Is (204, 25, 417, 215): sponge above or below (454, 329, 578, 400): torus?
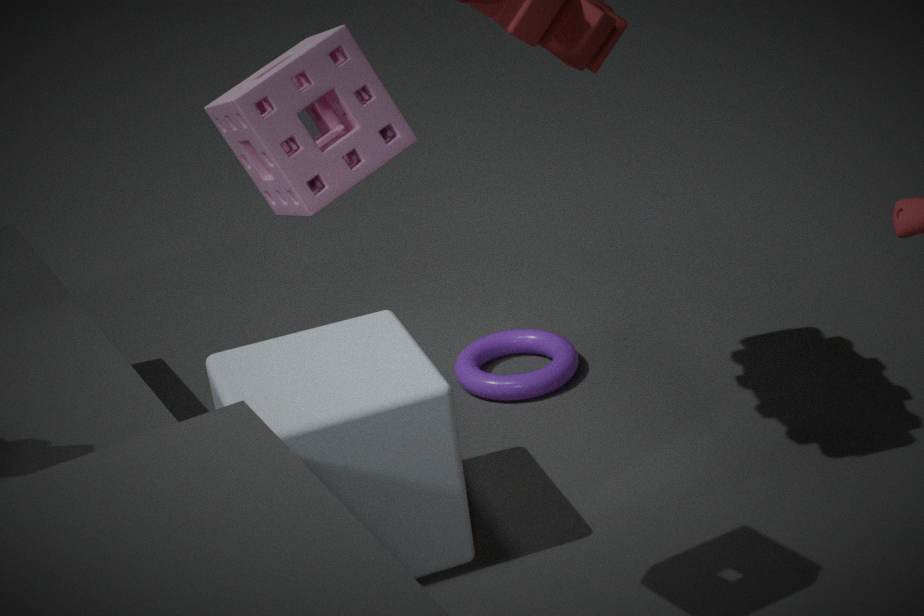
above
